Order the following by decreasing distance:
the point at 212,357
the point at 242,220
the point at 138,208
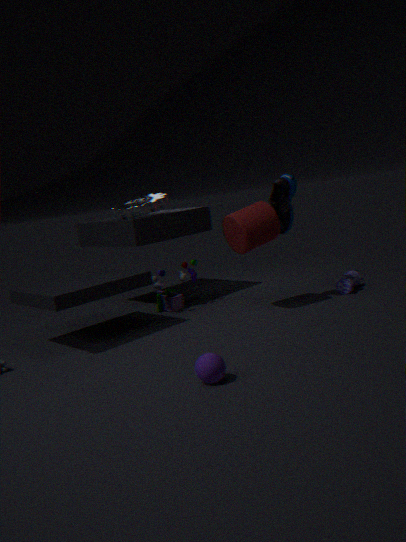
the point at 138,208, the point at 242,220, the point at 212,357
